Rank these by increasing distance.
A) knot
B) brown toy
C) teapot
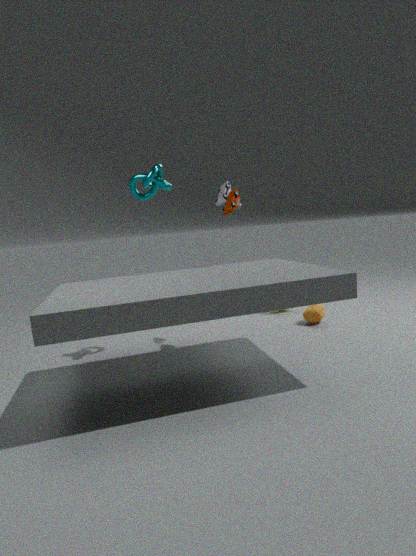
knot, brown toy, teapot
